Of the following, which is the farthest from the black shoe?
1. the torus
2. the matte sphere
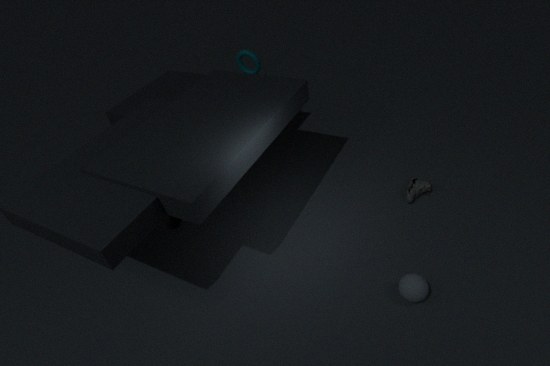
the torus
